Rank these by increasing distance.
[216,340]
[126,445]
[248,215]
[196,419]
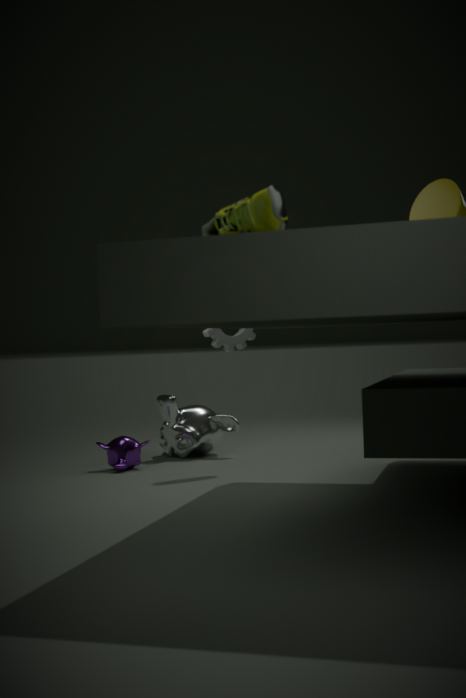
[248,215] → [216,340] → [126,445] → [196,419]
